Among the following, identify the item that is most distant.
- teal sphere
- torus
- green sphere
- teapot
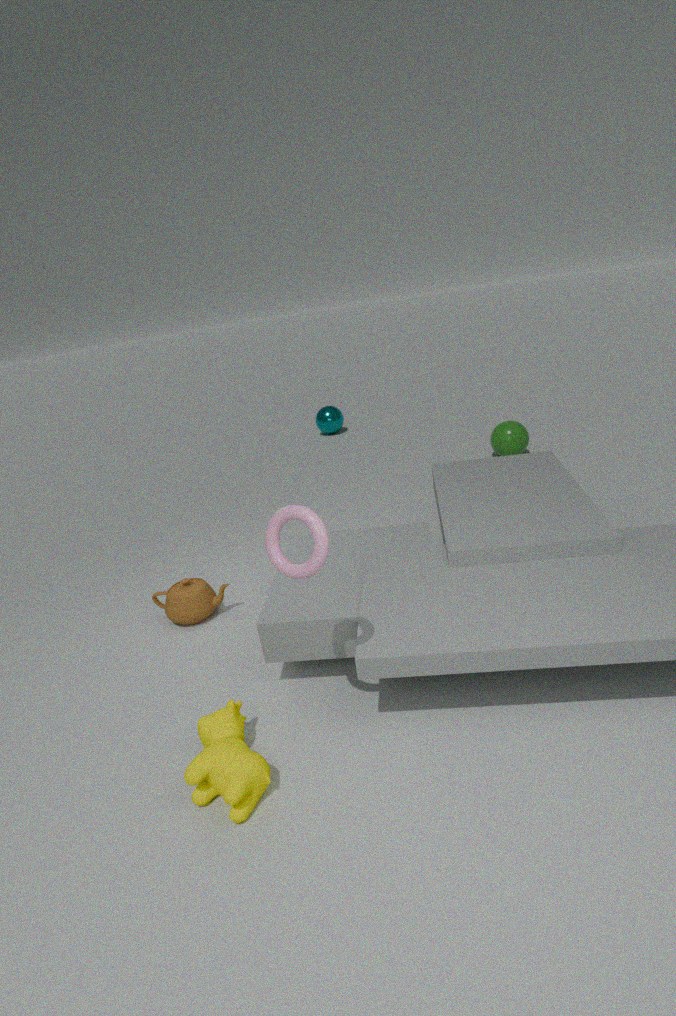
teal sphere
